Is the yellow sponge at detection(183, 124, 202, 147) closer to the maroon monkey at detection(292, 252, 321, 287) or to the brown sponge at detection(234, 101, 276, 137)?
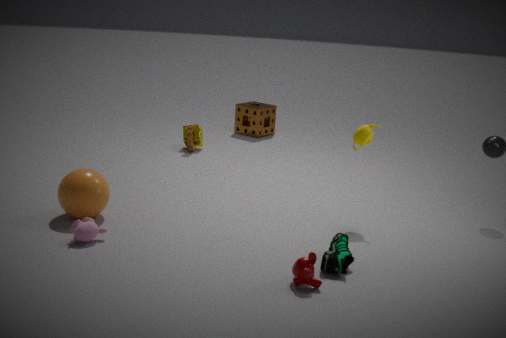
the brown sponge at detection(234, 101, 276, 137)
